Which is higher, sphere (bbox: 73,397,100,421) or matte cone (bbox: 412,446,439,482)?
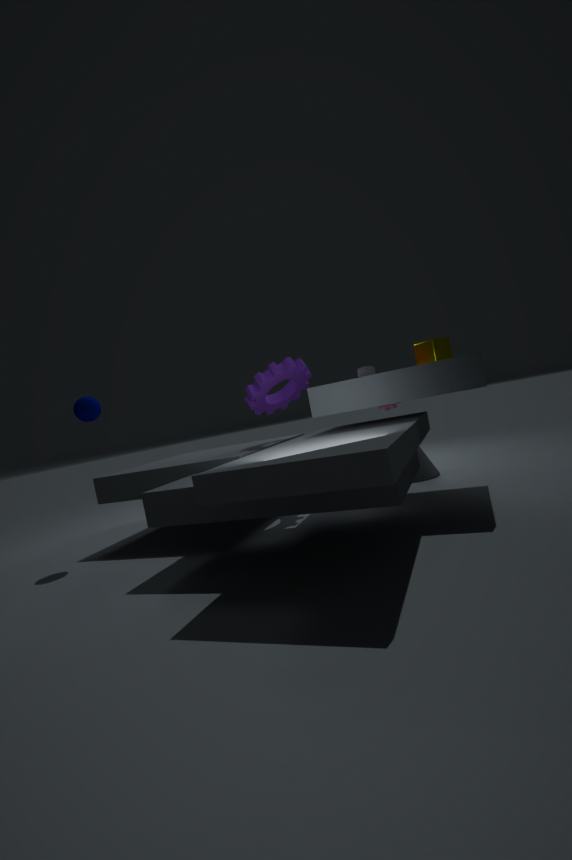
sphere (bbox: 73,397,100,421)
